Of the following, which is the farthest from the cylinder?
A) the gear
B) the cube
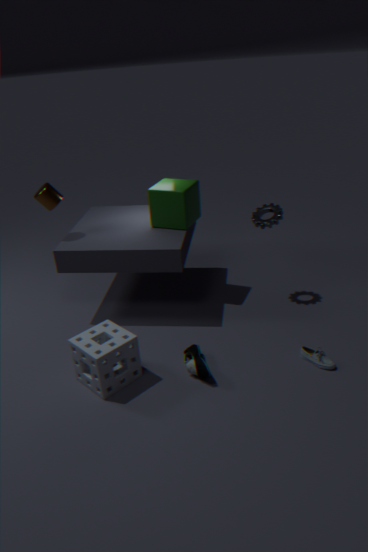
the gear
